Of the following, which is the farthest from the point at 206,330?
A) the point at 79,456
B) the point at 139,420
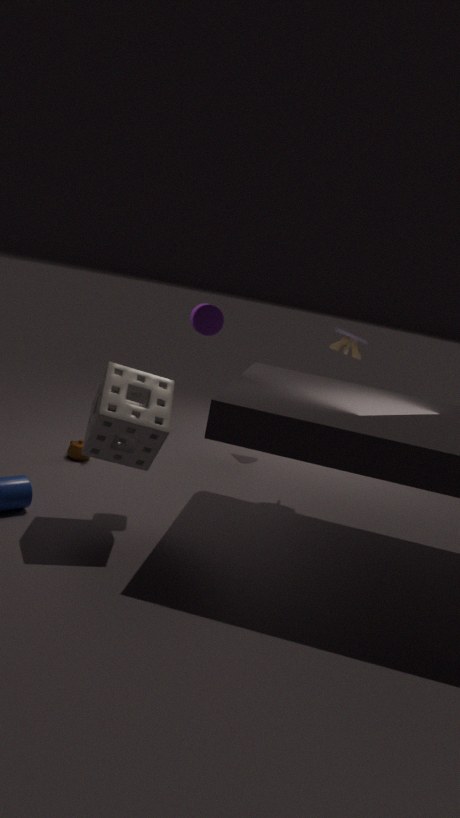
the point at 79,456
